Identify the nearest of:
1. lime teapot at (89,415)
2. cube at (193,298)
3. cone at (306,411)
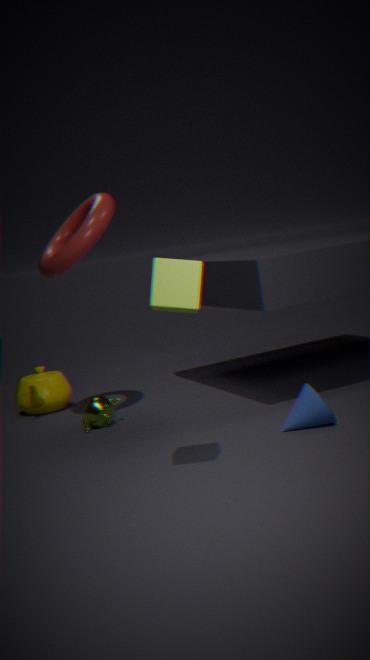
cube at (193,298)
